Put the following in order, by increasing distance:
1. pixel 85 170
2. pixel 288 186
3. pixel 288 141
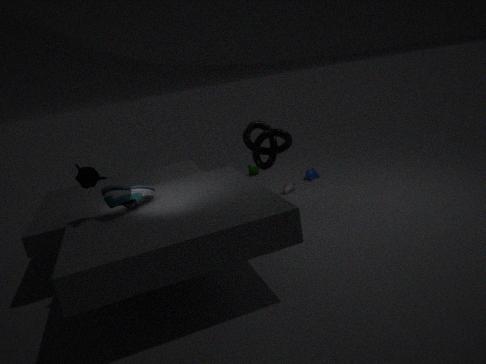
pixel 85 170 → pixel 288 141 → pixel 288 186
